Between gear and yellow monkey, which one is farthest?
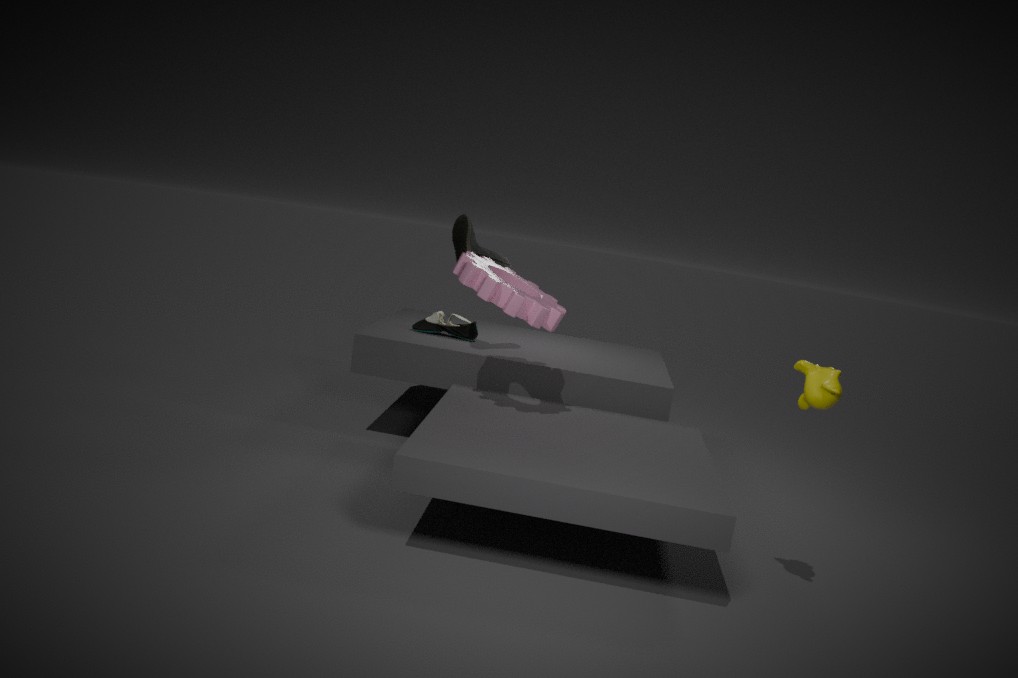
gear
